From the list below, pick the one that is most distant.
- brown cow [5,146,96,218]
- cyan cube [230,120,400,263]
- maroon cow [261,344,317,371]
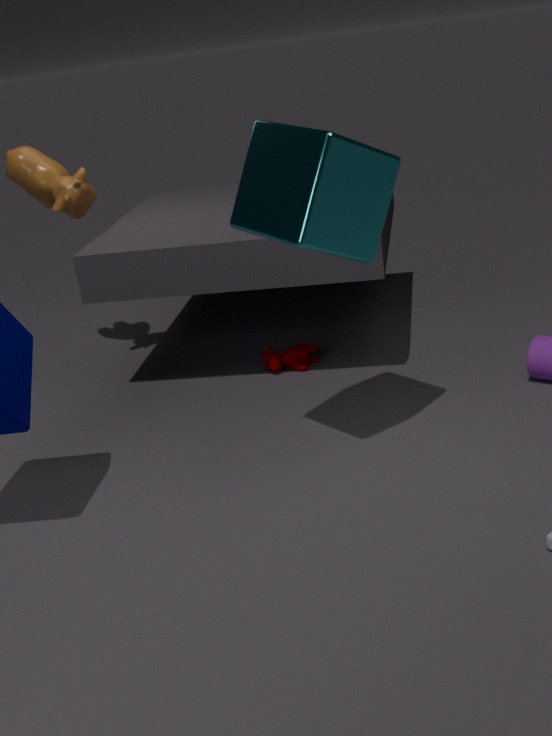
maroon cow [261,344,317,371]
